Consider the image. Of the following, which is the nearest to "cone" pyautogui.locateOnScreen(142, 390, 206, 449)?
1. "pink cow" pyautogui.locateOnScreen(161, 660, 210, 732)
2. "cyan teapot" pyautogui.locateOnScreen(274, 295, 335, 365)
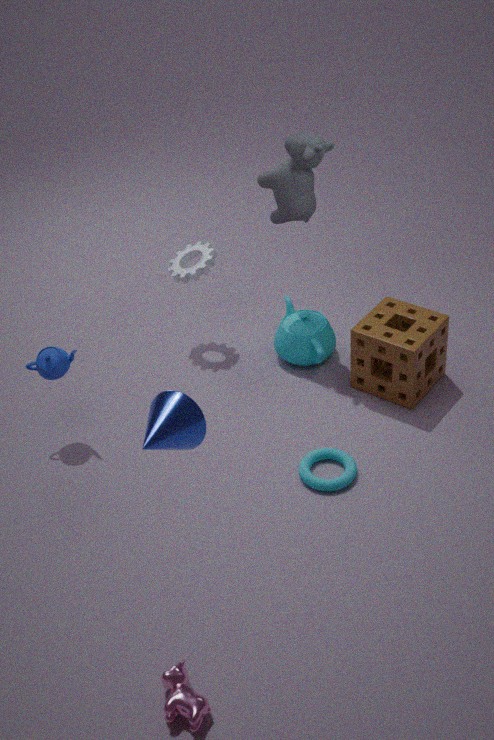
"pink cow" pyautogui.locateOnScreen(161, 660, 210, 732)
